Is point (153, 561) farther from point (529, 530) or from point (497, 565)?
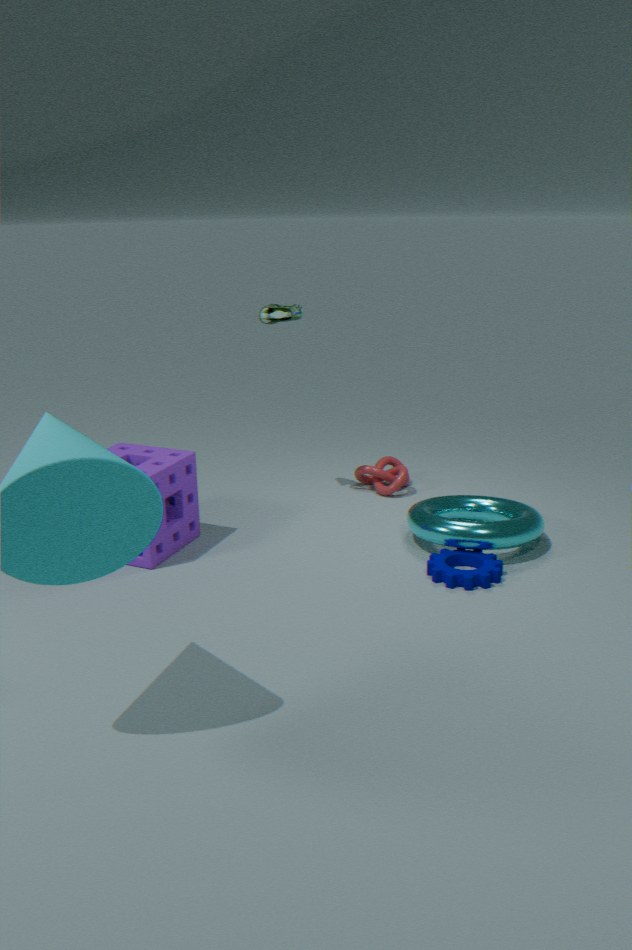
point (529, 530)
